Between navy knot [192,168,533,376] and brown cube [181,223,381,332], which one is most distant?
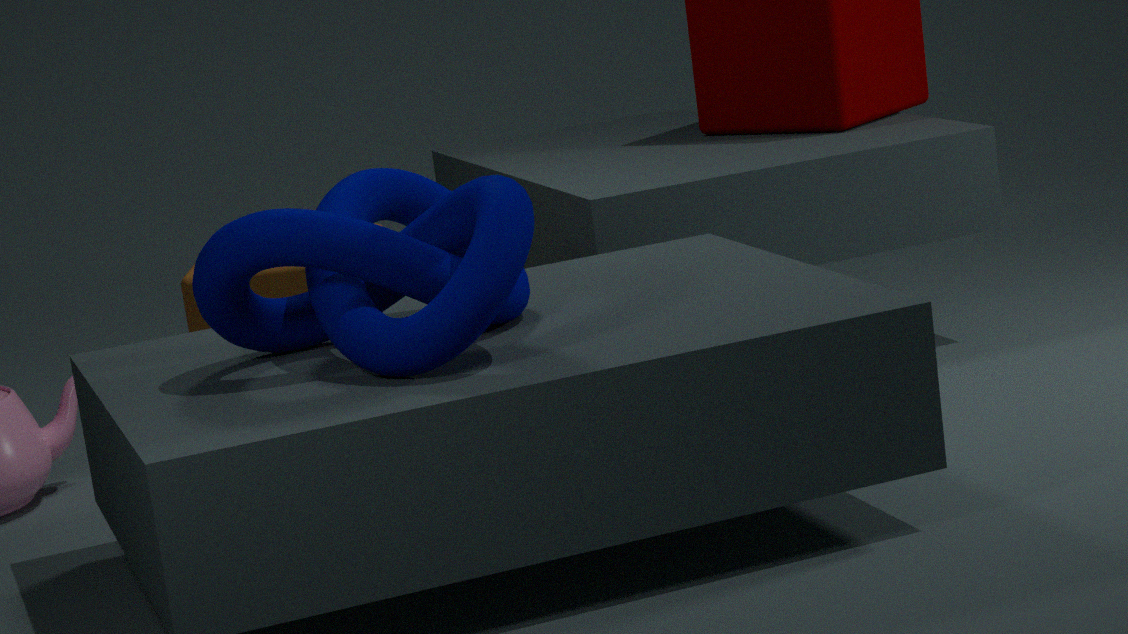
brown cube [181,223,381,332]
